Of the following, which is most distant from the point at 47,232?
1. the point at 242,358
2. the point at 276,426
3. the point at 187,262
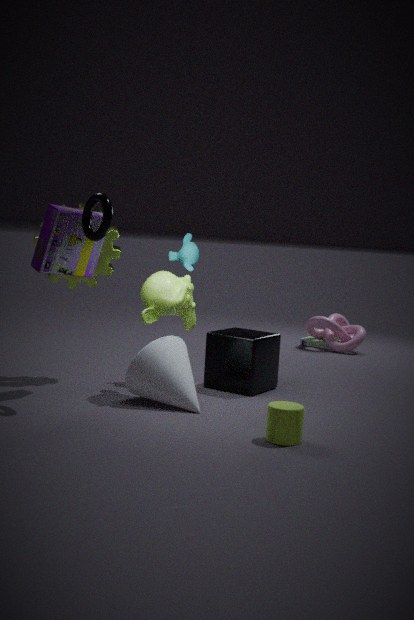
the point at 276,426
